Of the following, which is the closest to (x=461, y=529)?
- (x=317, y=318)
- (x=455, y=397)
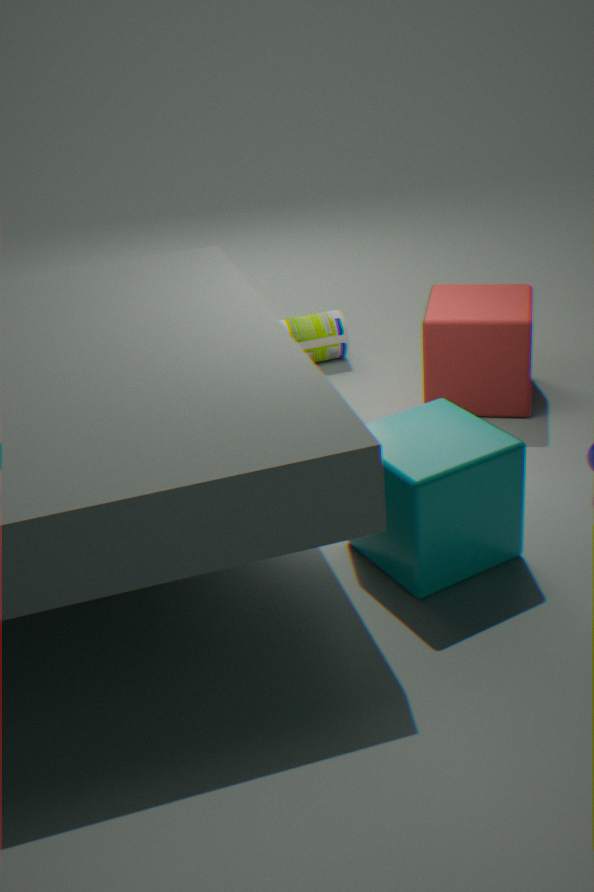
(x=455, y=397)
